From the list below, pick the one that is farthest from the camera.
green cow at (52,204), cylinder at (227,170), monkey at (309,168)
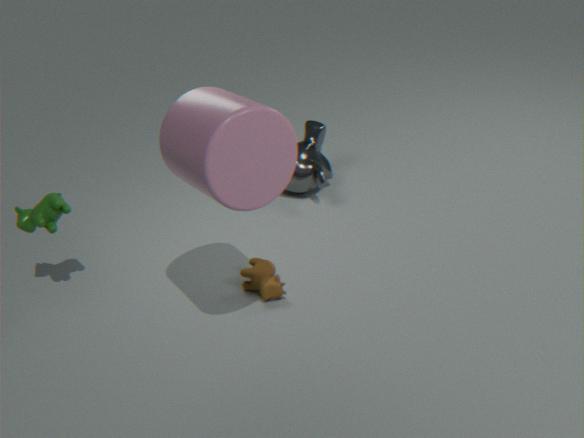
monkey at (309,168)
